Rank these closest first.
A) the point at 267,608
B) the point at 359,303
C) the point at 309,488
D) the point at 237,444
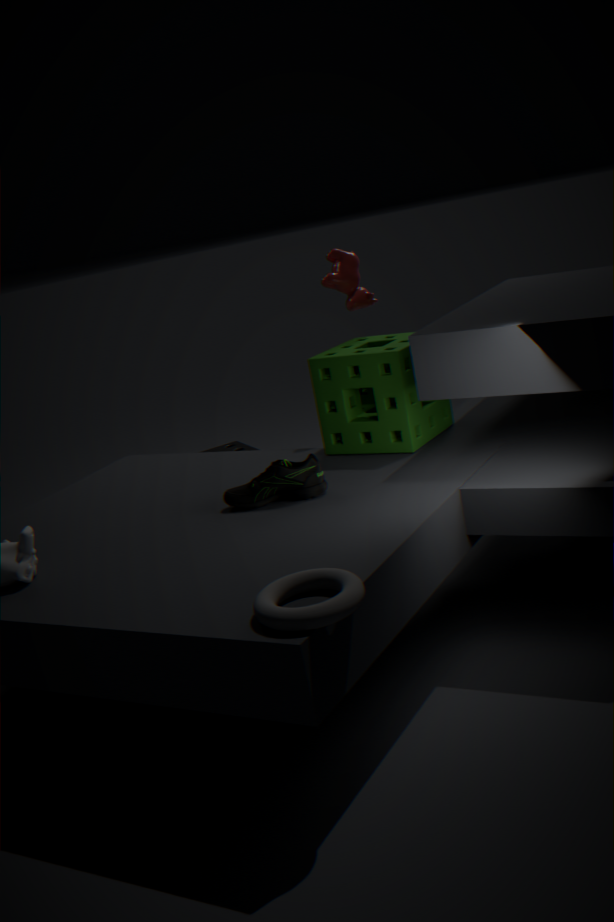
the point at 267,608
the point at 309,488
the point at 359,303
the point at 237,444
